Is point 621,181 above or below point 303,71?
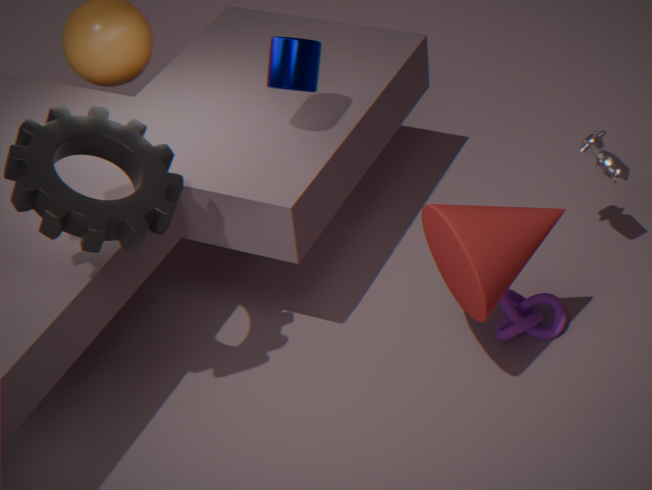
below
